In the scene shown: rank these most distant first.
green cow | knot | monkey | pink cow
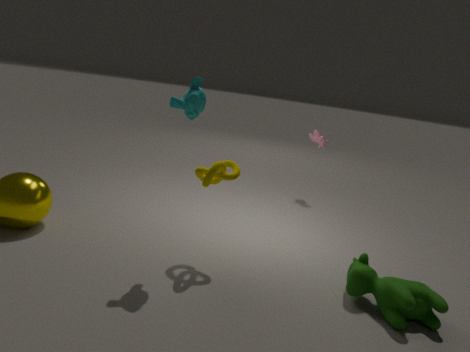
pink cow → knot → monkey → green cow
